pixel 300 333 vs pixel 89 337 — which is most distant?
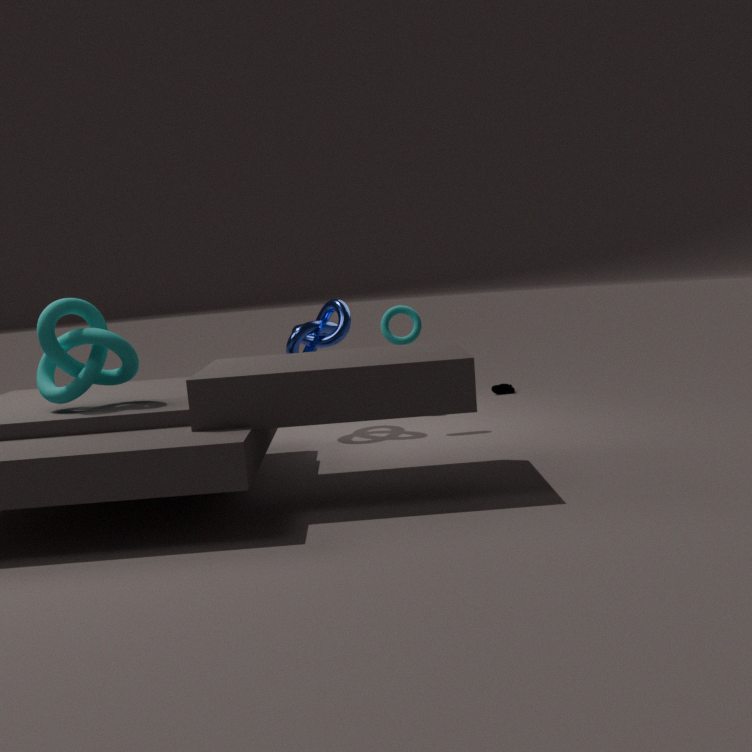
pixel 300 333
